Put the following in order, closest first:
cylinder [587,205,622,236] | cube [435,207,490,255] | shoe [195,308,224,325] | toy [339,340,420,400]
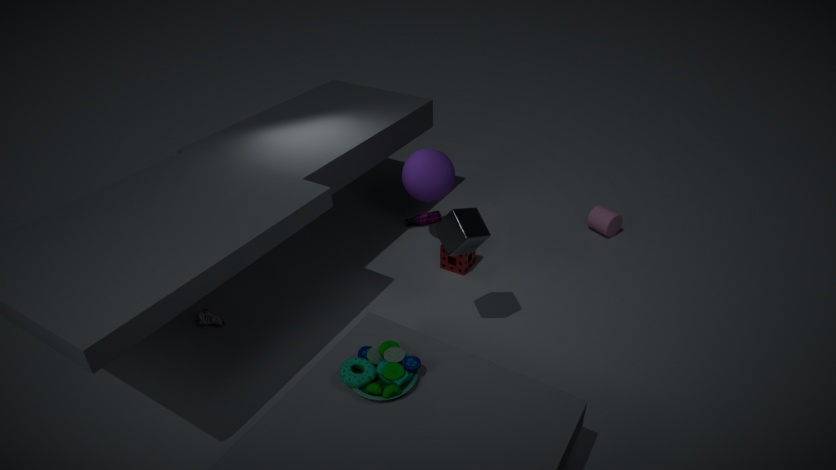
1. toy [339,340,420,400]
2. cube [435,207,490,255]
3. shoe [195,308,224,325]
4. cylinder [587,205,622,236]
